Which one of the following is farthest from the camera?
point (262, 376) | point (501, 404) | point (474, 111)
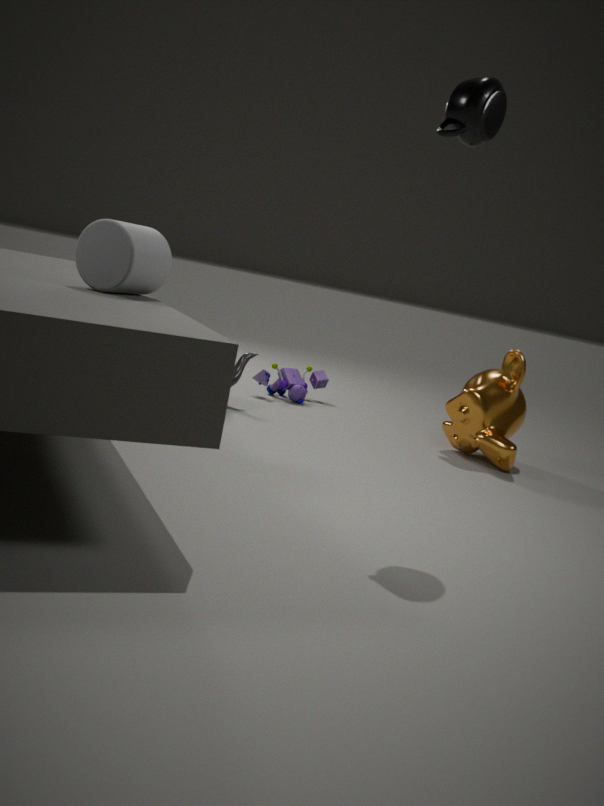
point (262, 376)
